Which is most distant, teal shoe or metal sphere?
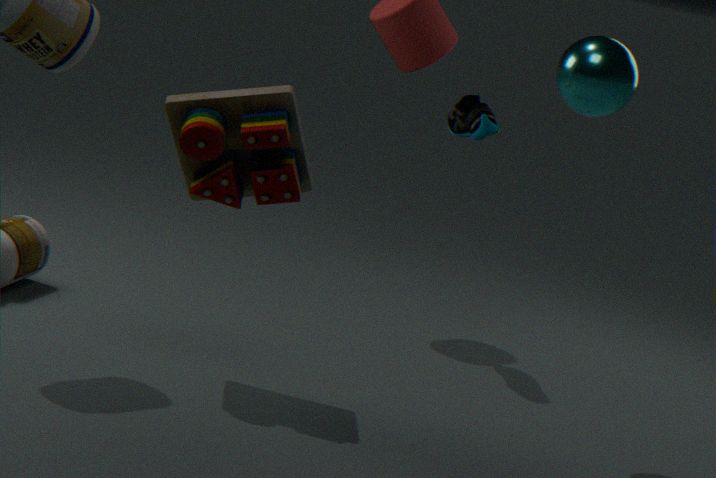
teal shoe
